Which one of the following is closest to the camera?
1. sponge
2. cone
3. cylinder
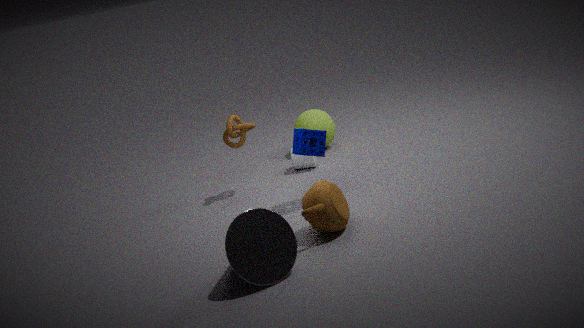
cone
